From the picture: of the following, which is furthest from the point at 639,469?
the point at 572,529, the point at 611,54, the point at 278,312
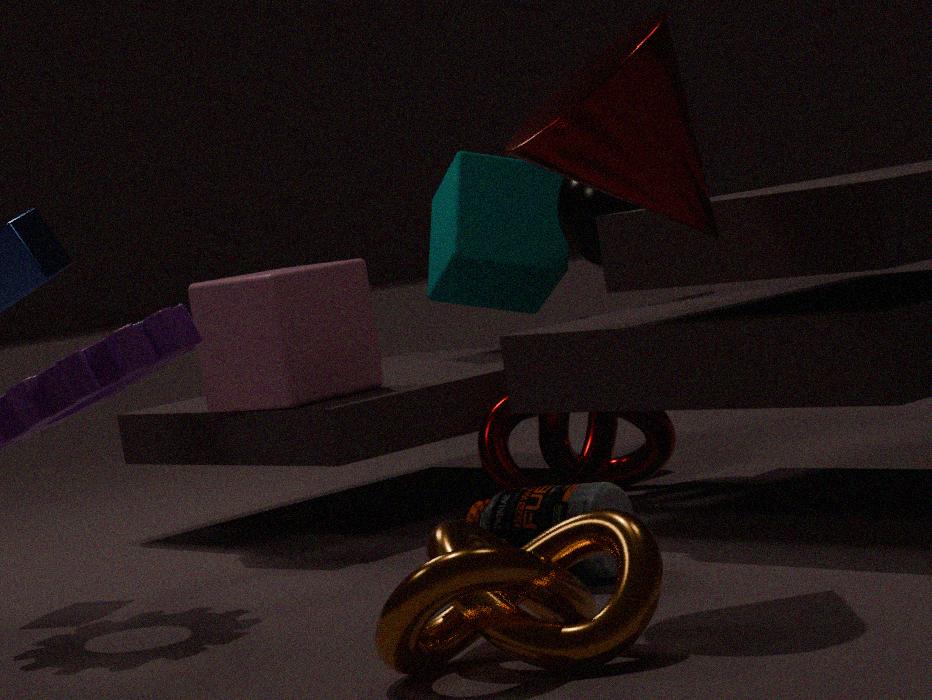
the point at 572,529
